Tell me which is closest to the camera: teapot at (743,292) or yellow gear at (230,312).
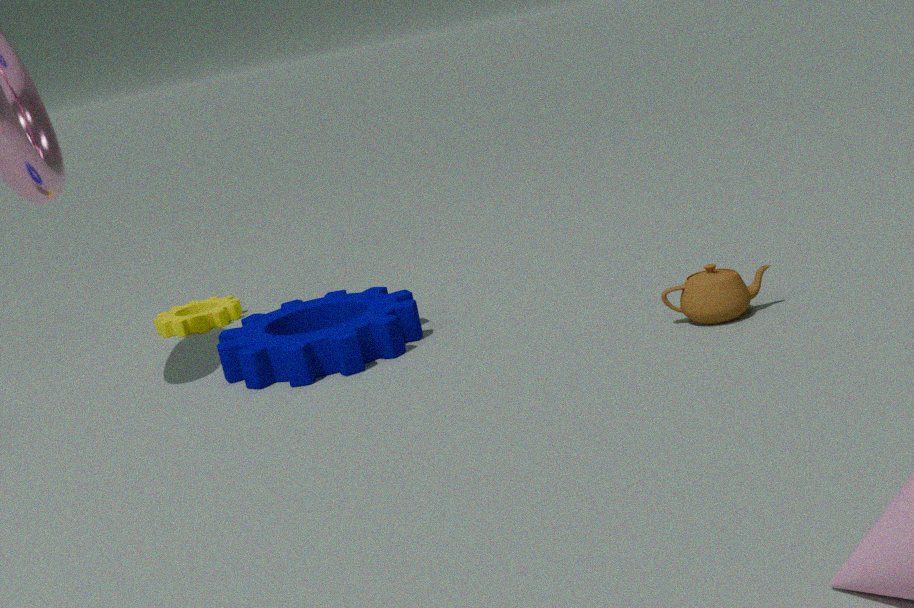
teapot at (743,292)
